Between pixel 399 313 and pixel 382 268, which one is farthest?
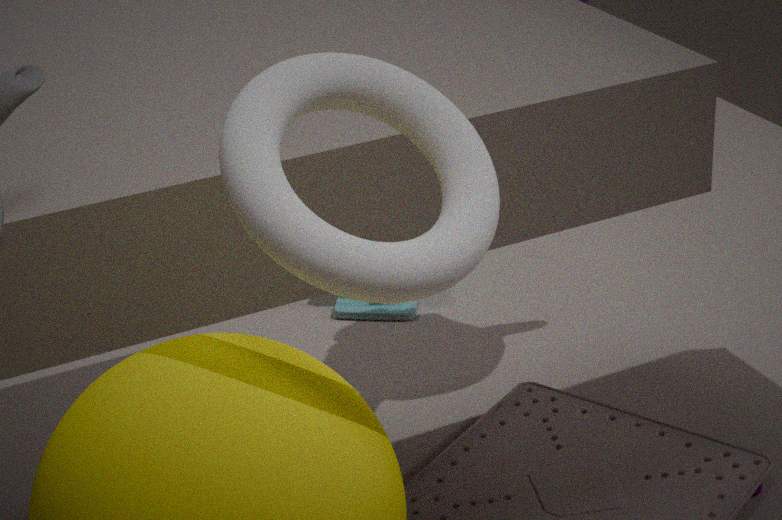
pixel 399 313
